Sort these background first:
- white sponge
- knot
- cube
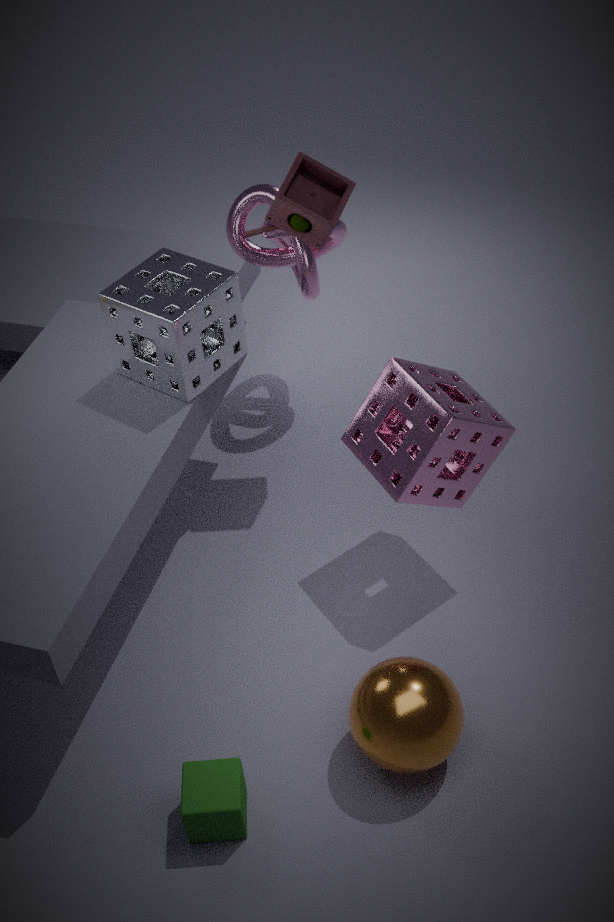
knot → white sponge → cube
